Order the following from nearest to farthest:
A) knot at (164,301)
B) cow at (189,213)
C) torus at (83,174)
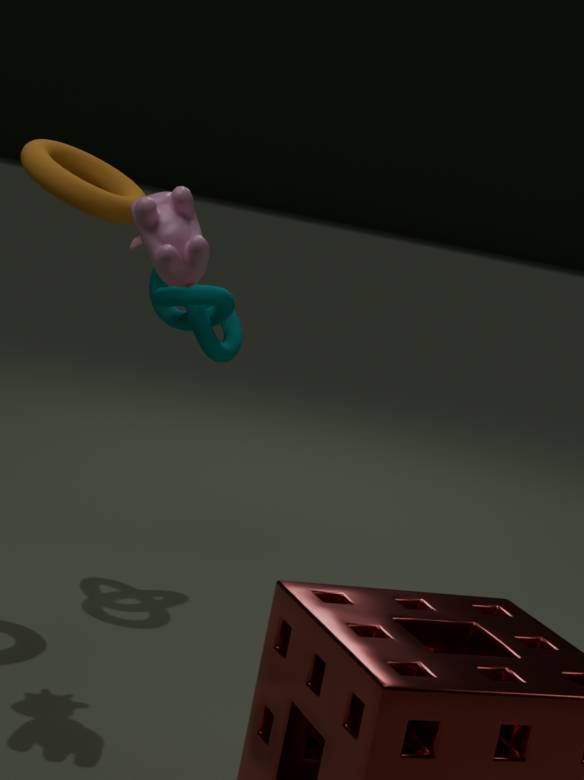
cow at (189,213) → torus at (83,174) → knot at (164,301)
